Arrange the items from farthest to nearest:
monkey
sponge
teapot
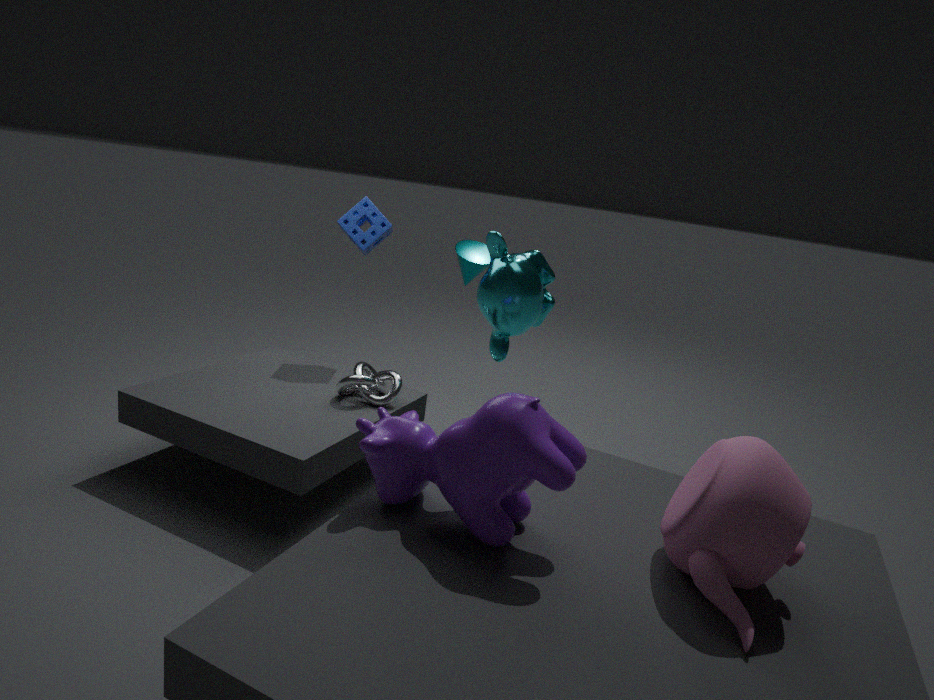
1. sponge
2. monkey
3. teapot
